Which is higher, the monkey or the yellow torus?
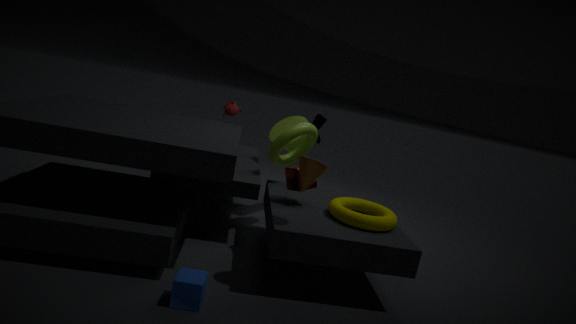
the monkey
